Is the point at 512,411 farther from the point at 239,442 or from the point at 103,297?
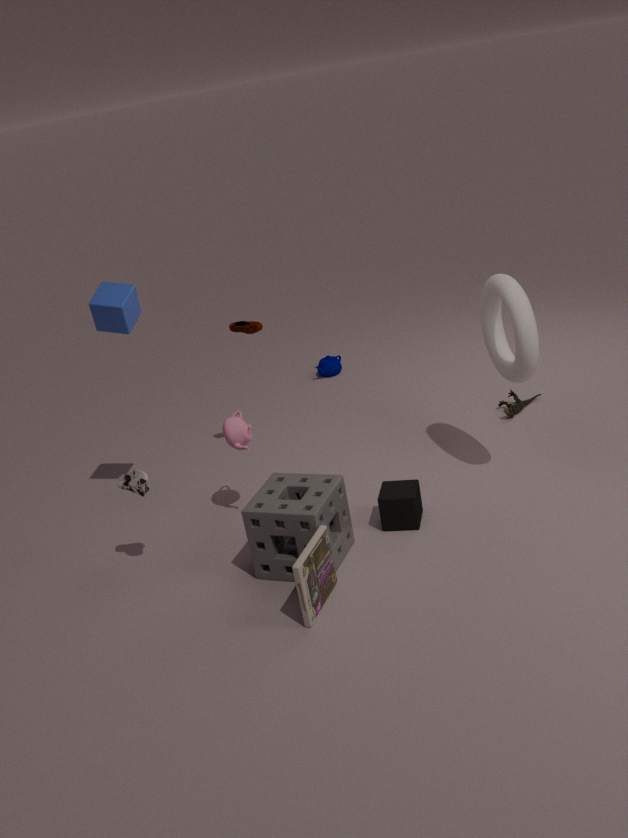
the point at 103,297
